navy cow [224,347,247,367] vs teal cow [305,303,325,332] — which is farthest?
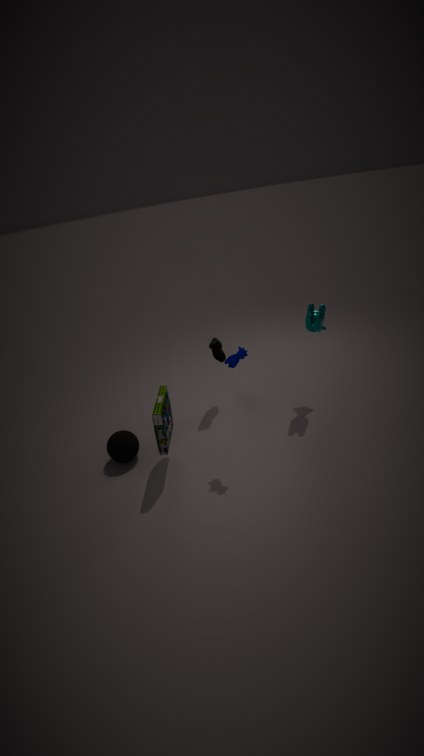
teal cow [305,303,325,332]
